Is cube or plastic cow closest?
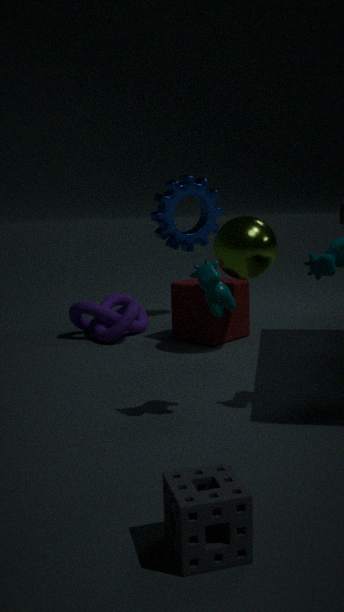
plastic cow
